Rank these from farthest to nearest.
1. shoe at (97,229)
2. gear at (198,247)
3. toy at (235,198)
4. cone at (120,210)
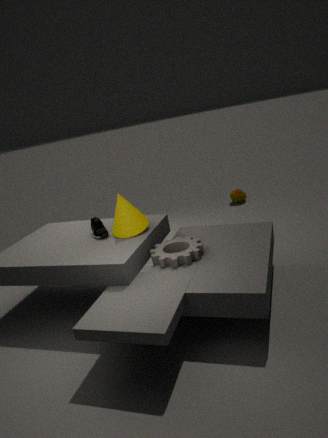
1. toy at (235,198)
2. shoe at (97,229)
3. cone at (120,210)
4. gear at (198,247)
